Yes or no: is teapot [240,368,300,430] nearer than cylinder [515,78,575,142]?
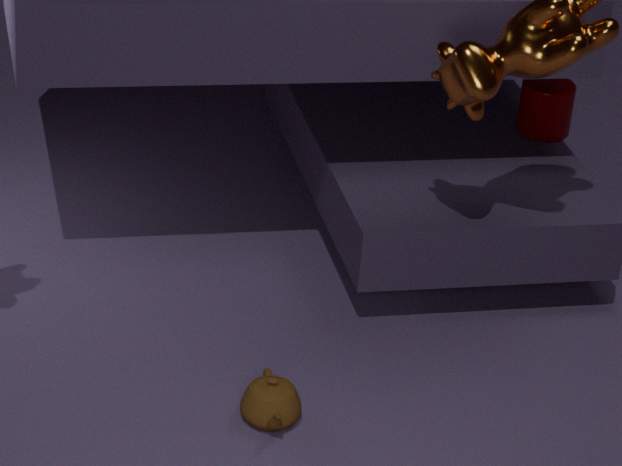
Yes
